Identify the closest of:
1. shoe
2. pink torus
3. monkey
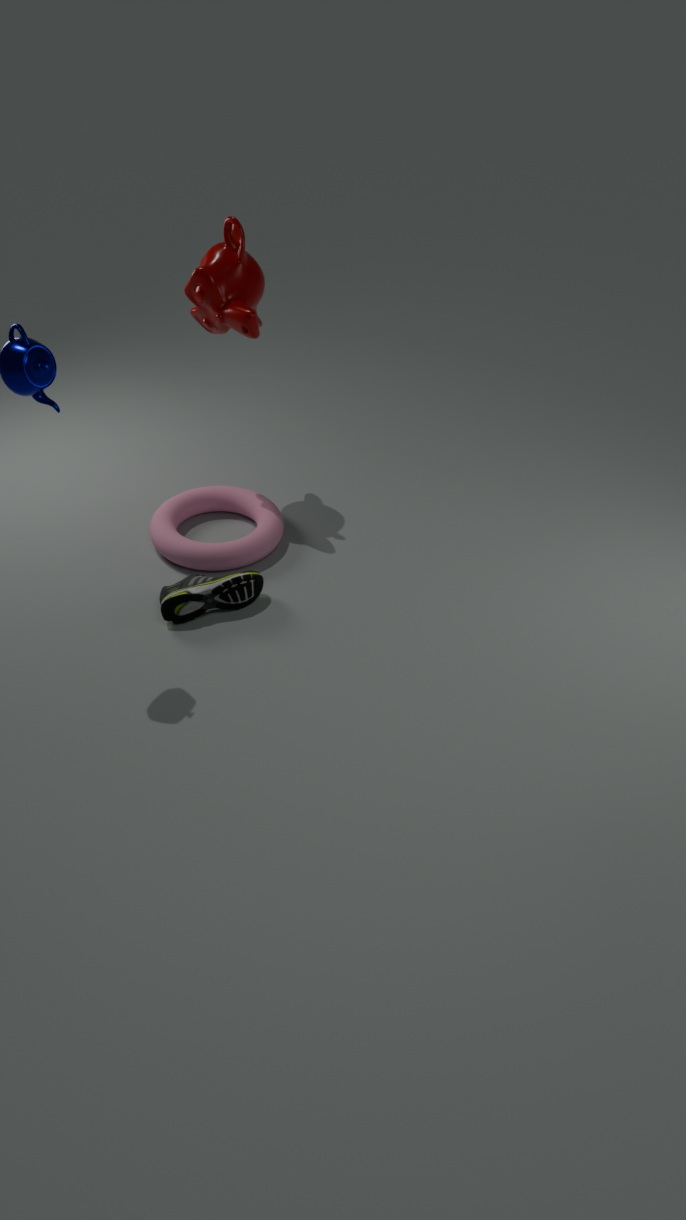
shoe
